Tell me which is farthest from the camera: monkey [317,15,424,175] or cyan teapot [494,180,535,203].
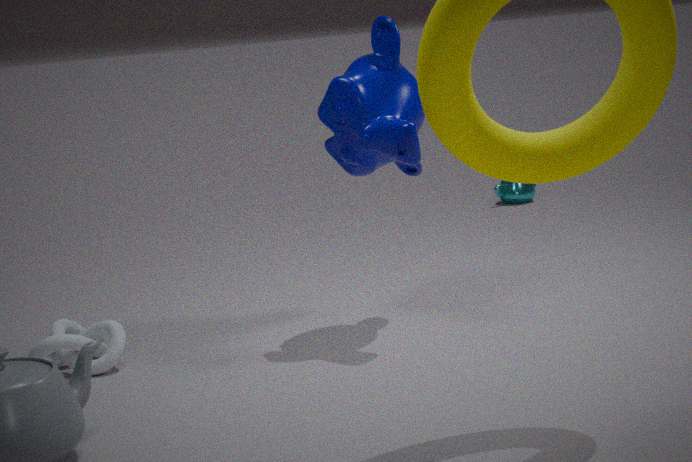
cyan teapot [494,180,535,203]
